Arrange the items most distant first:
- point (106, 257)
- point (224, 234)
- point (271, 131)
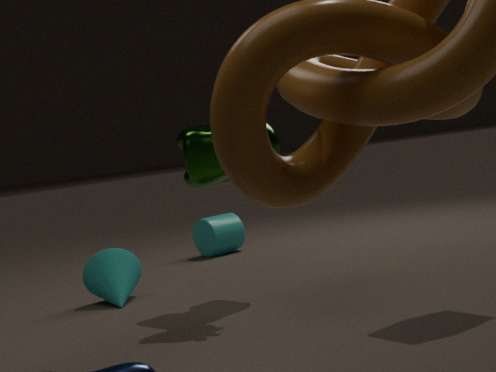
1. point (224, 234)
2. point (106, 257)
3. point (271, 131)
